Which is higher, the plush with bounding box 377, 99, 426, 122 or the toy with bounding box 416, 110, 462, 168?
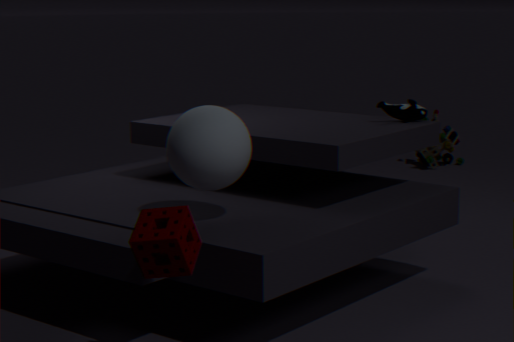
the plush with bounding box 377, 99, 426, 122
